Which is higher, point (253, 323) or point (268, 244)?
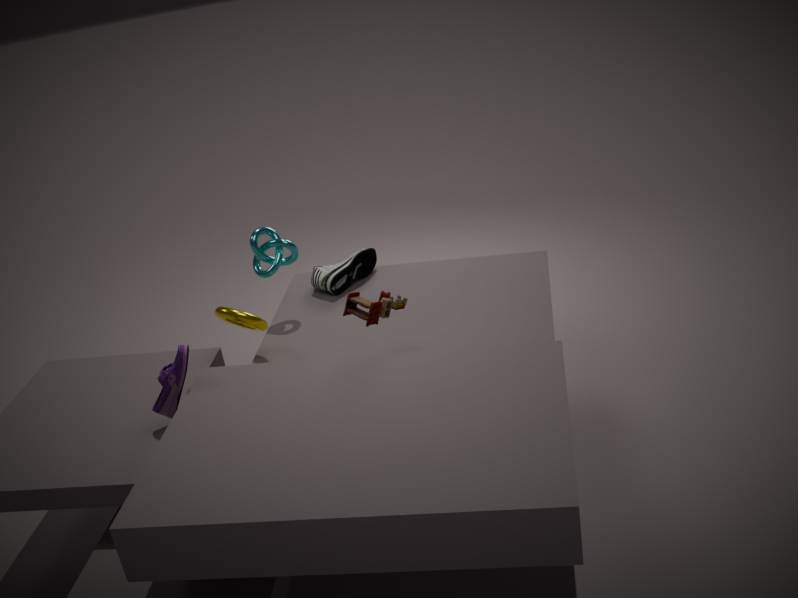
point (268, 244)
